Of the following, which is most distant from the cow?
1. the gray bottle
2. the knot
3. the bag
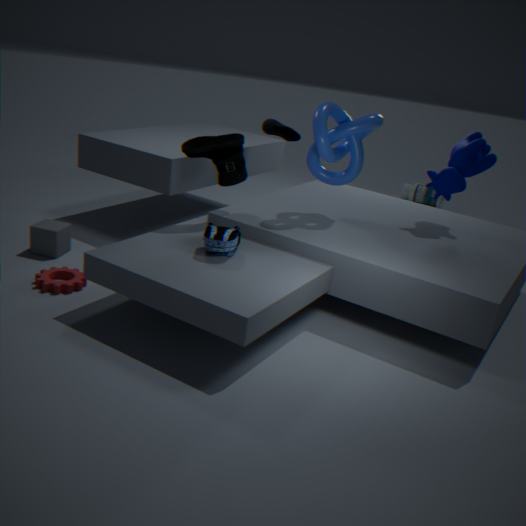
the gray bottle
